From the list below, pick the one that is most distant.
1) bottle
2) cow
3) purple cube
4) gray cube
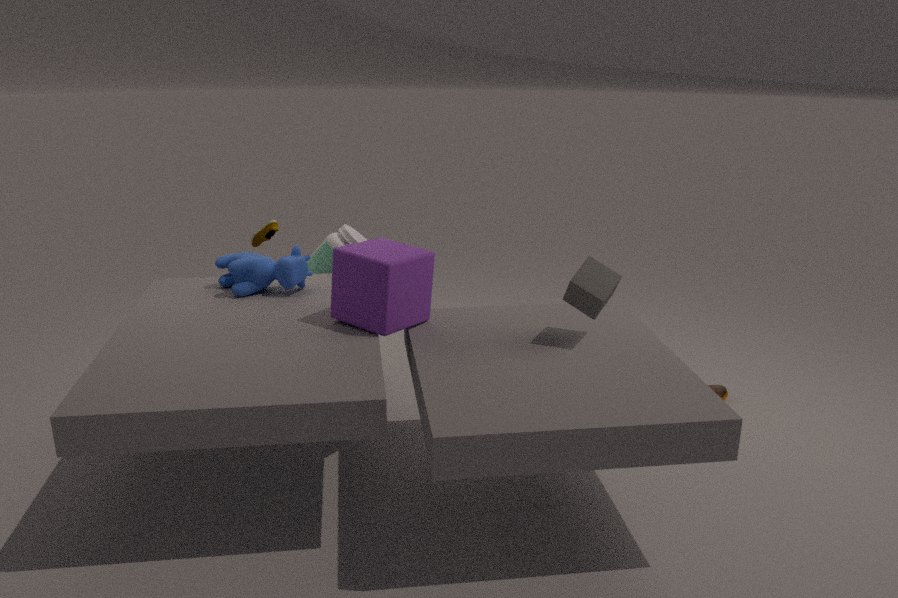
1. bottle
